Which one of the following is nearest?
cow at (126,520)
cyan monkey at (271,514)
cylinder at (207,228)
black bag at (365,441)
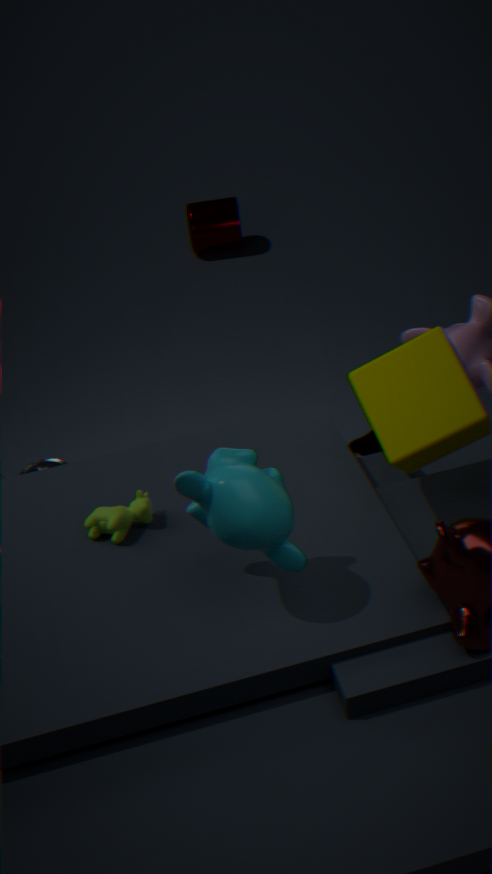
cyan monkey at (271,514)
